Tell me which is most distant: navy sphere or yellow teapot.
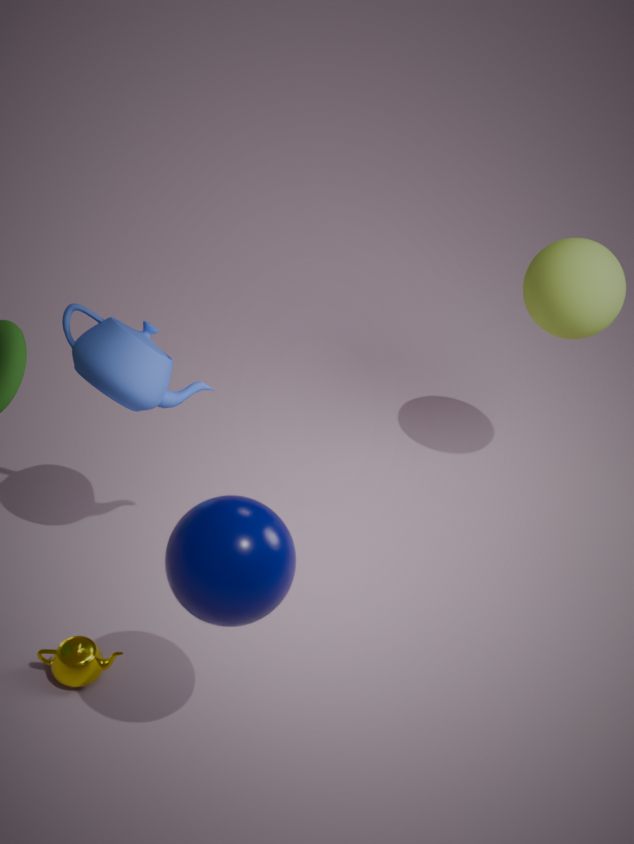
yellow teapot
